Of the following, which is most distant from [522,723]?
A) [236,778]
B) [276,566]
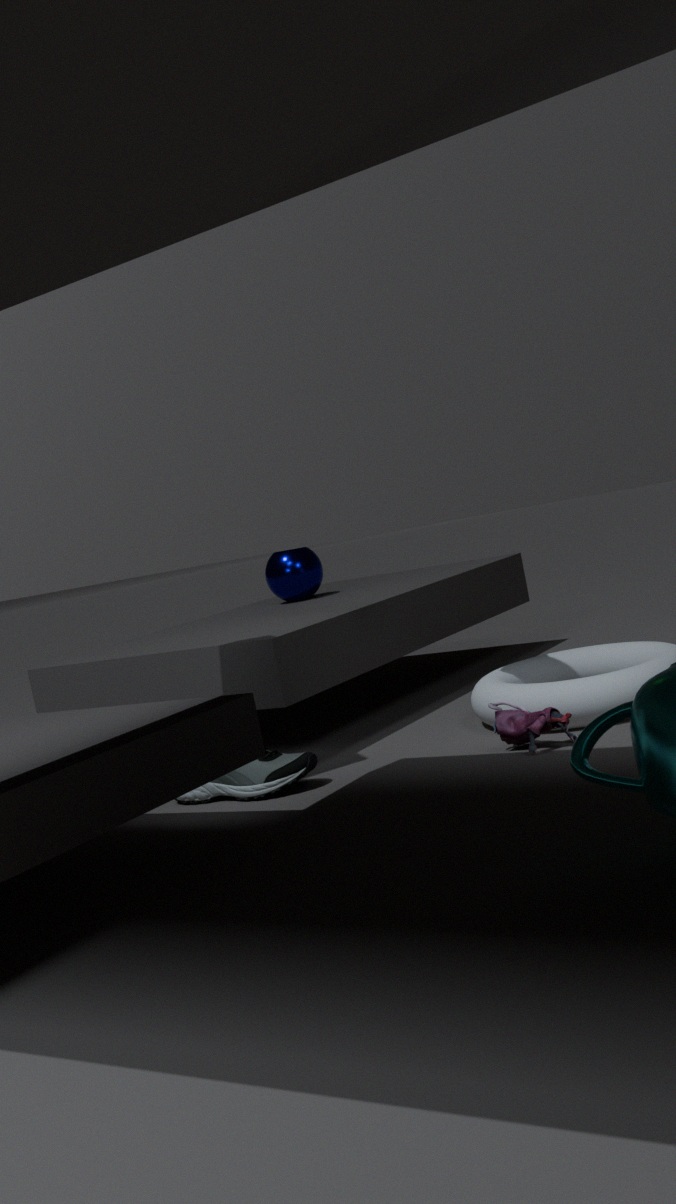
[276,566]
